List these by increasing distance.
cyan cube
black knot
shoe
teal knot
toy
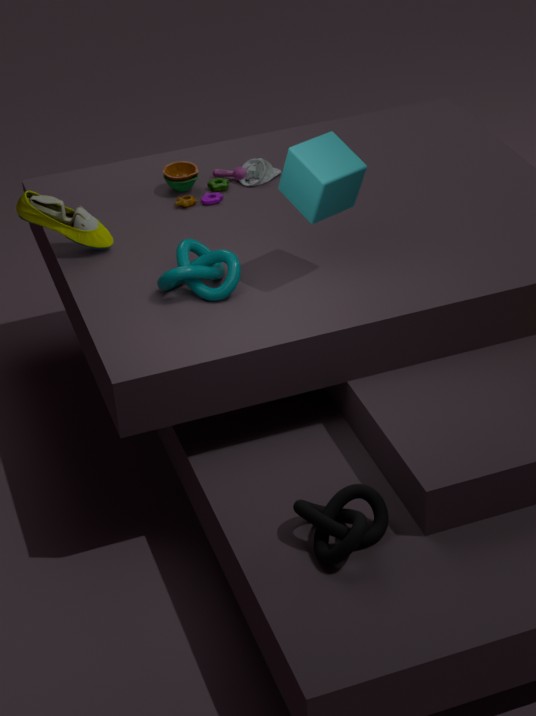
1. black knot
2. cyan cube
3. teal knot
4. shoe
5. toy
